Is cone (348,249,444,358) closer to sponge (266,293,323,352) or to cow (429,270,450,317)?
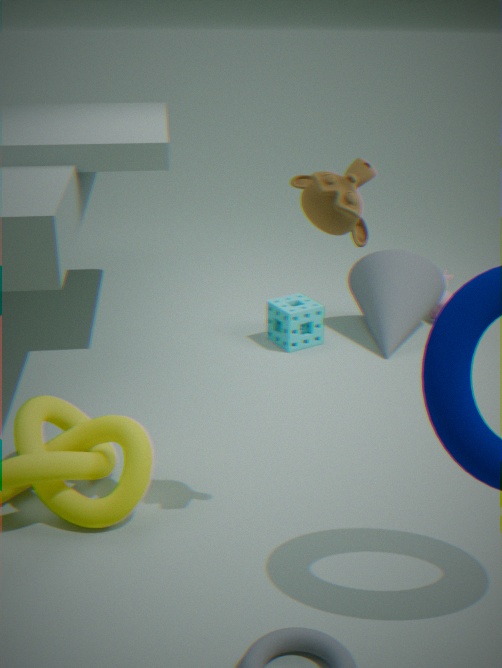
cow (429,270,450,317)
